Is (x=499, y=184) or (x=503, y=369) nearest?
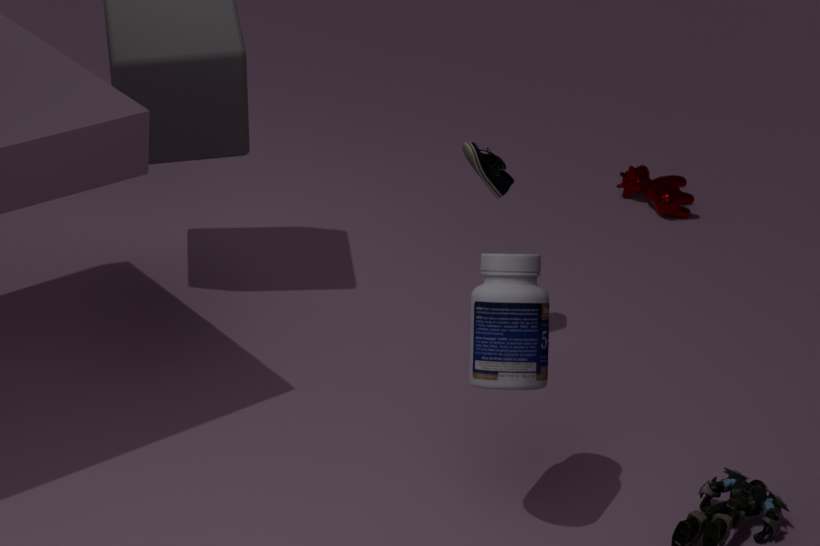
(x=503, y=369)
